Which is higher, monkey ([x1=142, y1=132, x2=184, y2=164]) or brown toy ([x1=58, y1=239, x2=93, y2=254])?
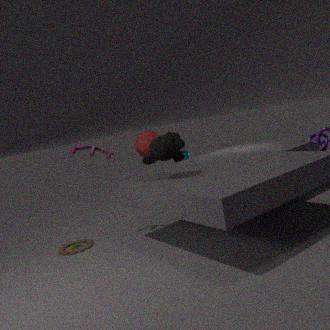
monkey ([x1=142, y1=132, x2=184, y2=164])
